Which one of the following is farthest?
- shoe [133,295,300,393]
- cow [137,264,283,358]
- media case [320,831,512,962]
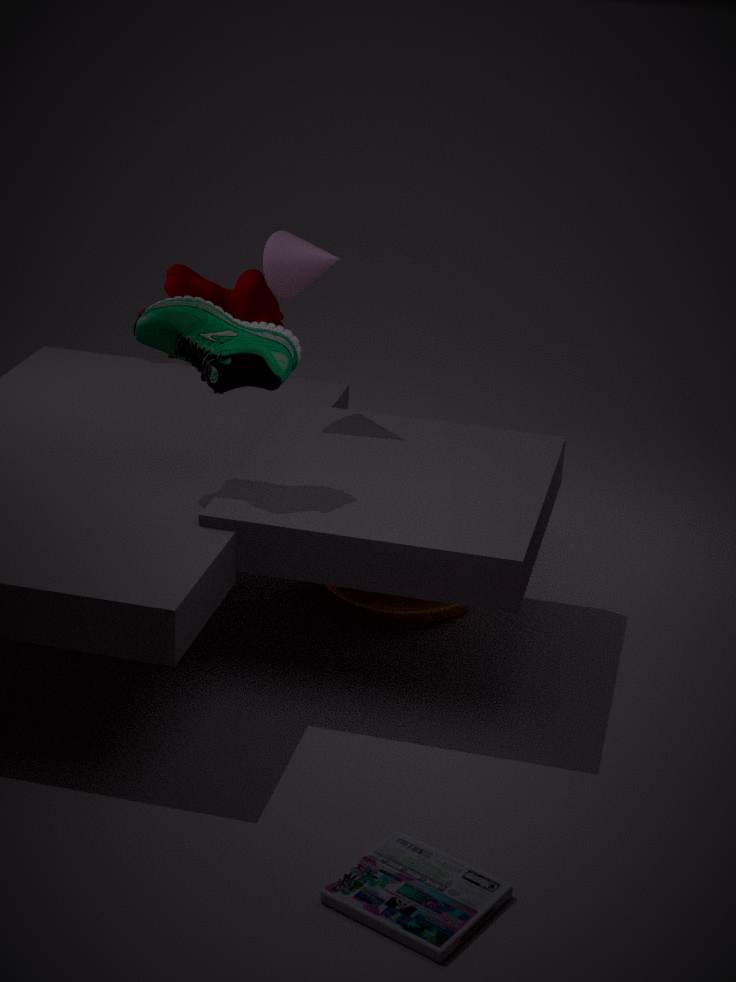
cow [137,264,283,358]
